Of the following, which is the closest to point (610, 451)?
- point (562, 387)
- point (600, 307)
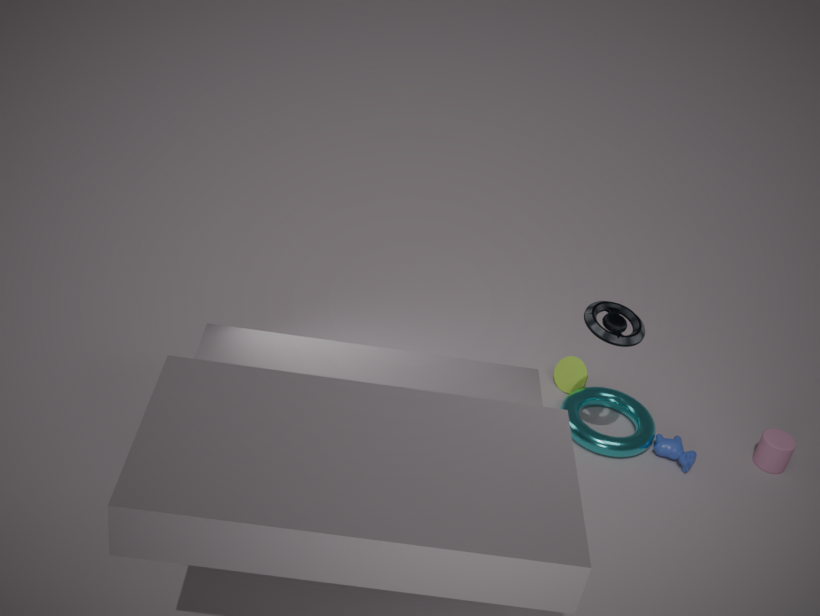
point (562, 387)
